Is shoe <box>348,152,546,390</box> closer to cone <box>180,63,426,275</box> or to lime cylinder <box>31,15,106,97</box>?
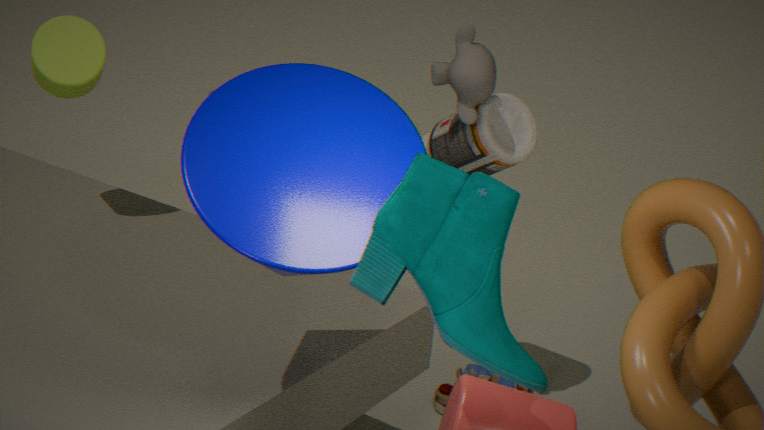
cone <box>180,63,426,275</box>
